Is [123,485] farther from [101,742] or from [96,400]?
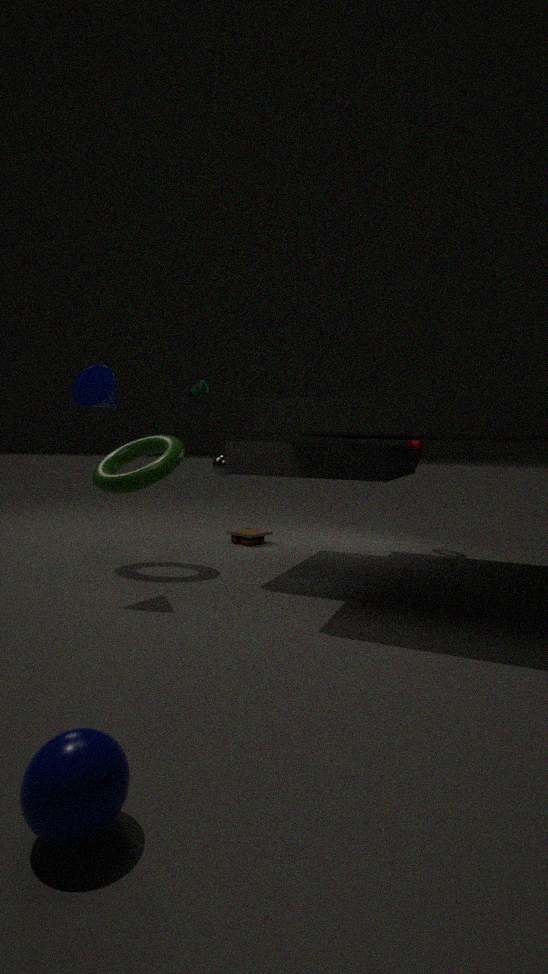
[101,742]
